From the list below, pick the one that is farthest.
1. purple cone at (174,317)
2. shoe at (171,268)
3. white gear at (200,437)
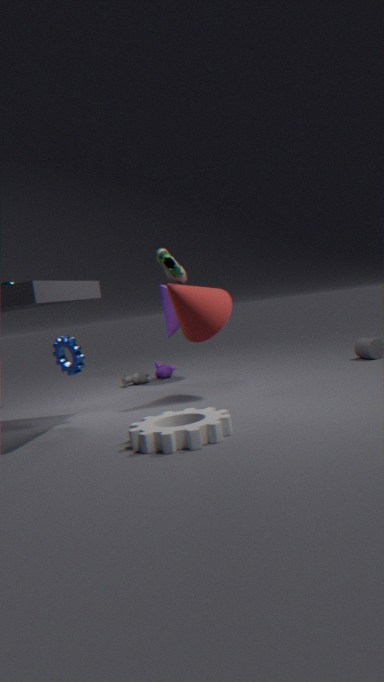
purple cone at (174,317)
